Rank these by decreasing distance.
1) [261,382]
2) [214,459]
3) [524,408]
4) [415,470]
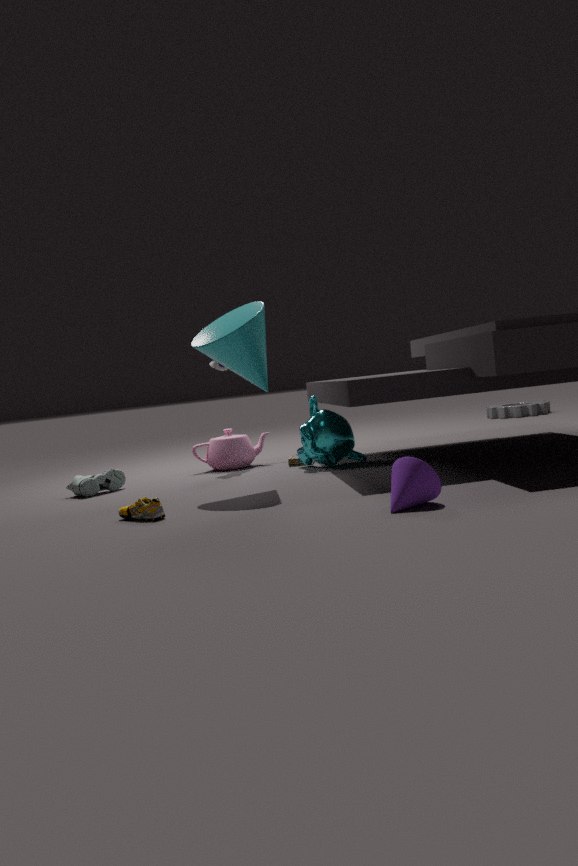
1. 3. [524,408]
2. 2. [214,459]
3. 1. [261,382]
4. 4. [415,470]
